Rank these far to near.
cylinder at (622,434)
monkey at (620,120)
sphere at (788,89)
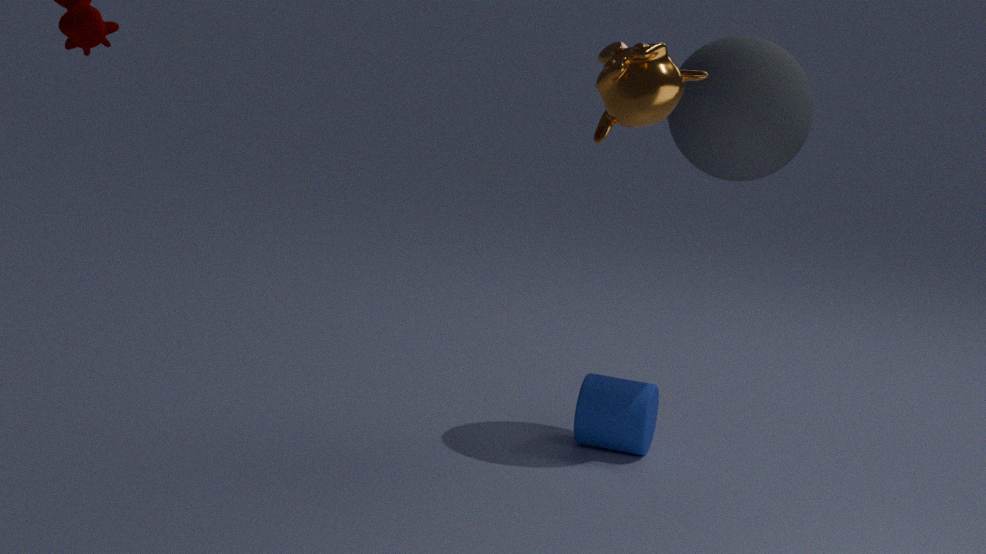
cylinder at (622,434), sphere at (788,89), monkey at (620,120)
